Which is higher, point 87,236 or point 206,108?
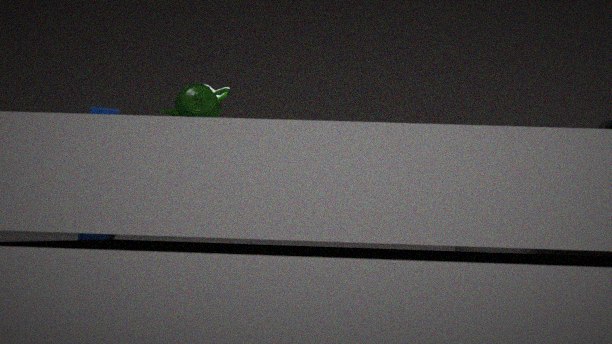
point 206,108
